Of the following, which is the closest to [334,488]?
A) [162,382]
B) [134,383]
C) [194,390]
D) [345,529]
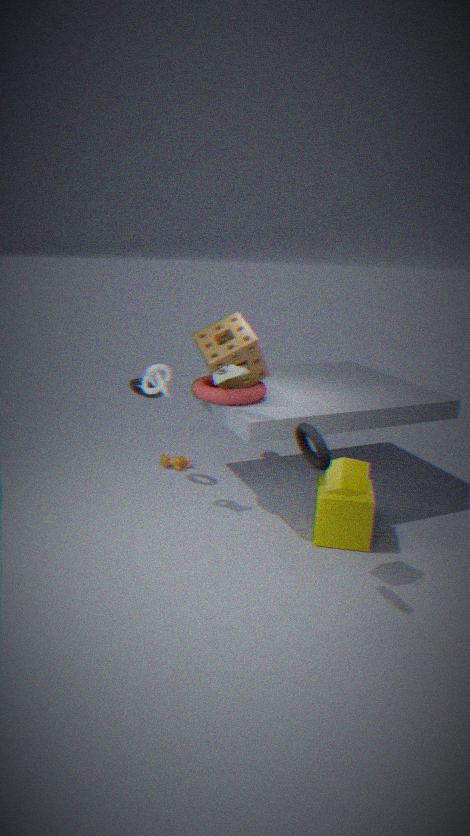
[345,529]
